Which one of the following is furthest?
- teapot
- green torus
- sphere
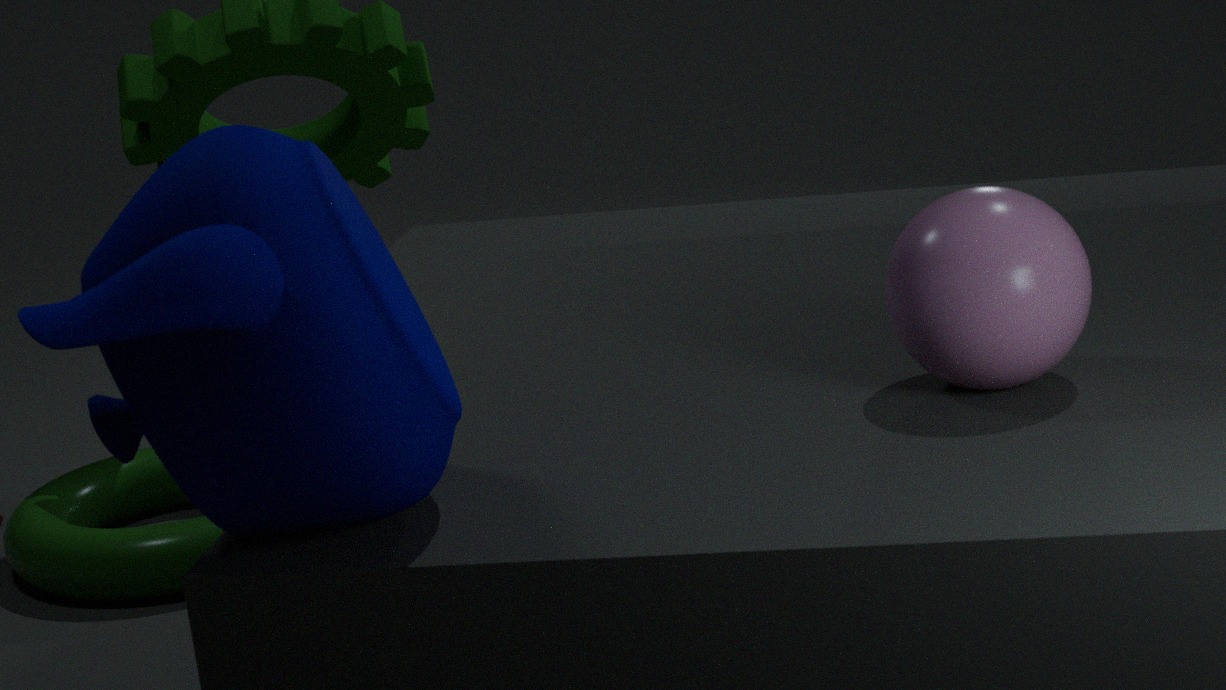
green torus
